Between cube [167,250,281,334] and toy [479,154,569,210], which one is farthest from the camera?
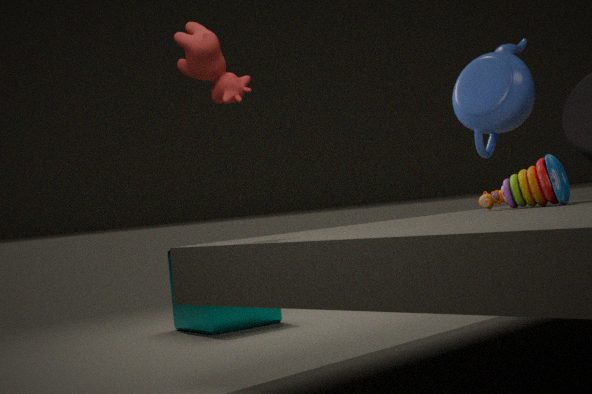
cube [167,250,281,334]
